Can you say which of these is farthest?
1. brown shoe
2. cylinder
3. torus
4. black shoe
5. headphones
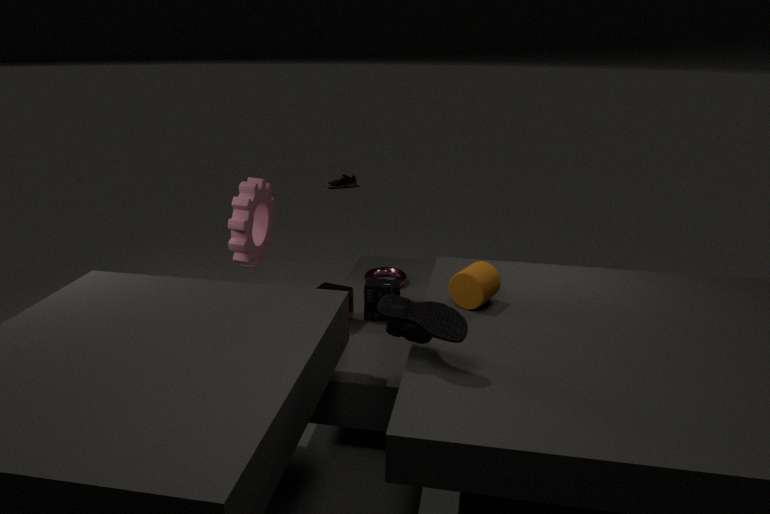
brown shoe
